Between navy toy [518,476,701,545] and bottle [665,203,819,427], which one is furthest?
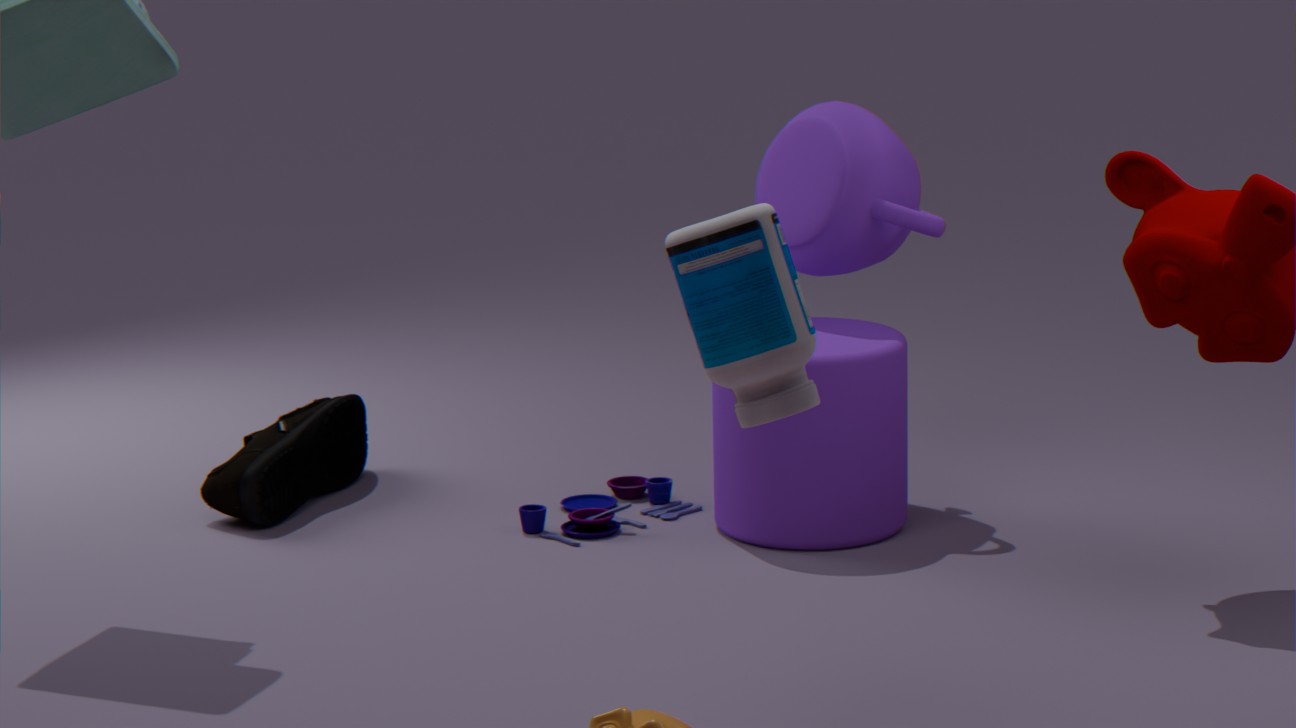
navy toy [518,476,701,545]
